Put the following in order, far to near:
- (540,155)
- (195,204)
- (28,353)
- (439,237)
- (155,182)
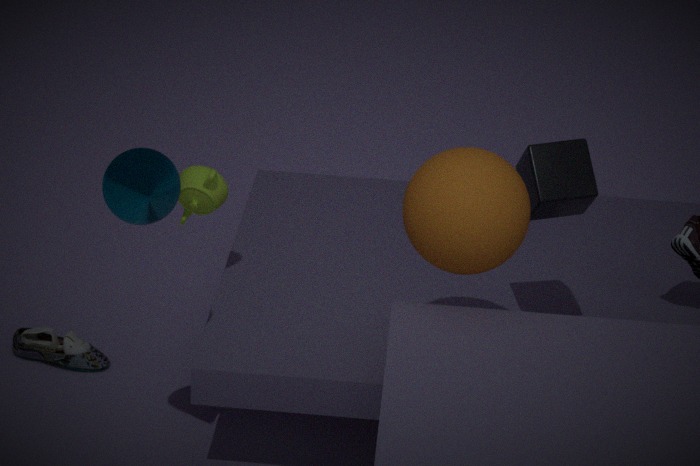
(28,353), (195,204), (540,155), (439,237), (155,182)
